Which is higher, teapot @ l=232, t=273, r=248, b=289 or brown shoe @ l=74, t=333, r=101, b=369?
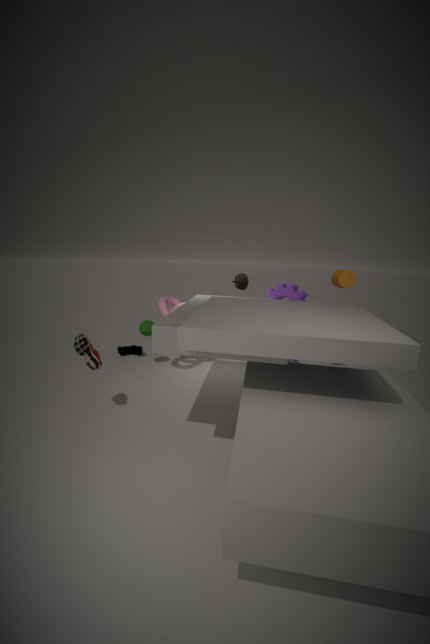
teapot @ l=232, t=273, r=248, b=289
